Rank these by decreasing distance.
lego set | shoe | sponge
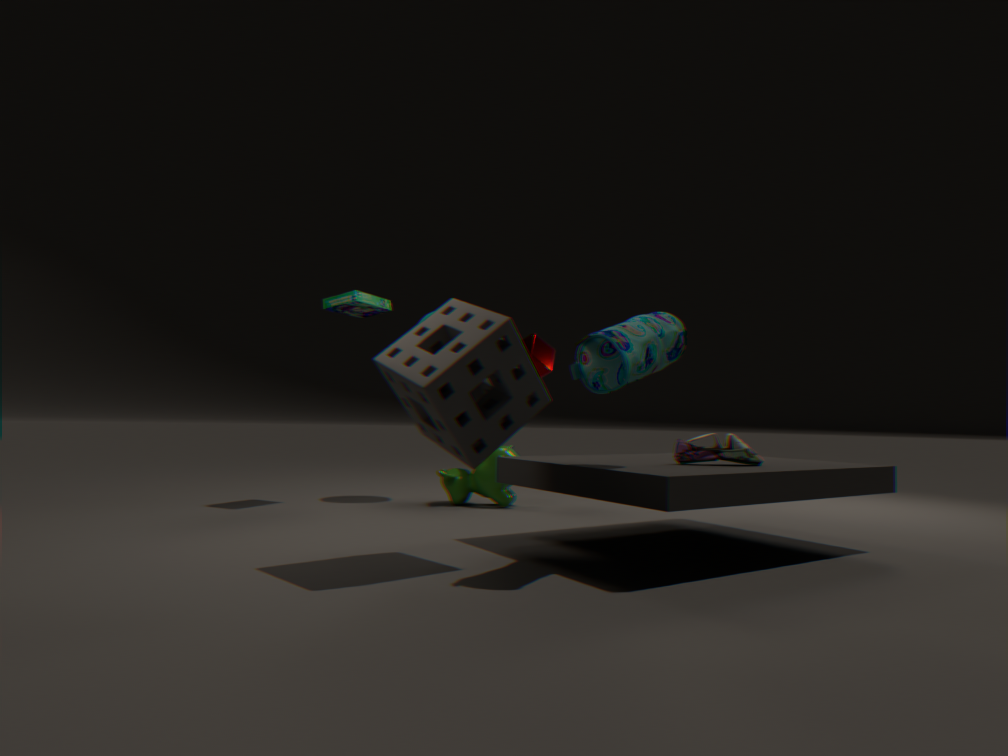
lego set
shoe
sponge
